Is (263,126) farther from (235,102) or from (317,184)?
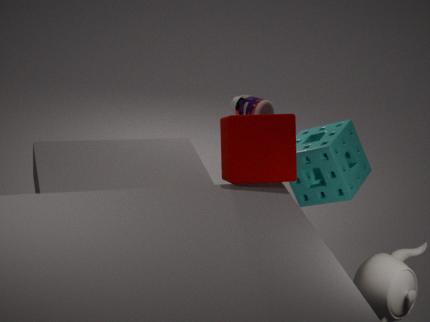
(317,184)
